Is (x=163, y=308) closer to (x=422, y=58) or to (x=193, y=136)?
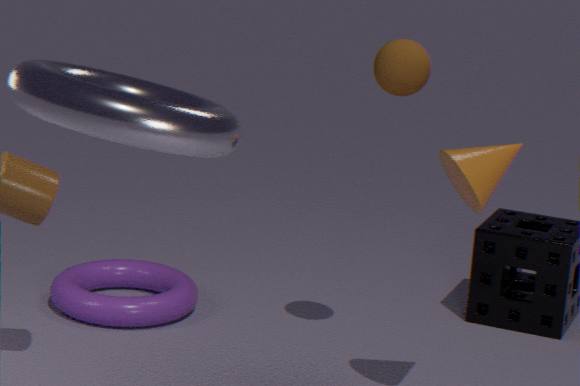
(x=422, y=58)
